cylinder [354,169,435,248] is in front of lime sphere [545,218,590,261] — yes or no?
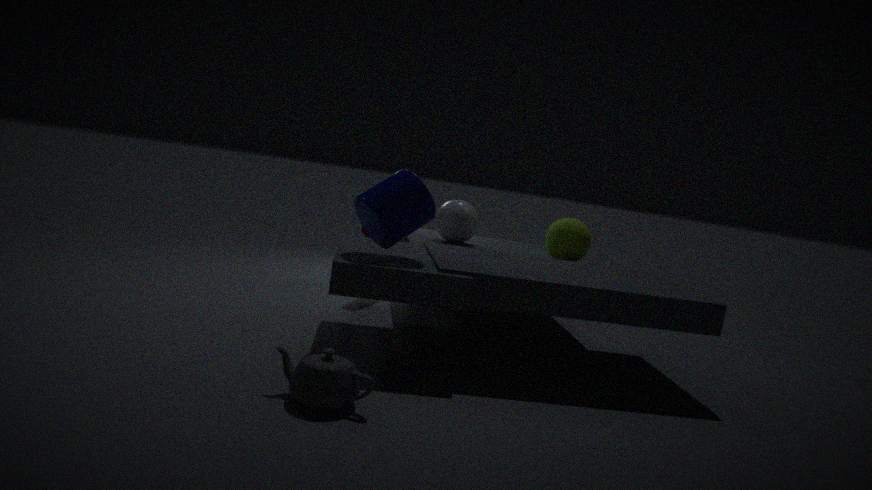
Yes
